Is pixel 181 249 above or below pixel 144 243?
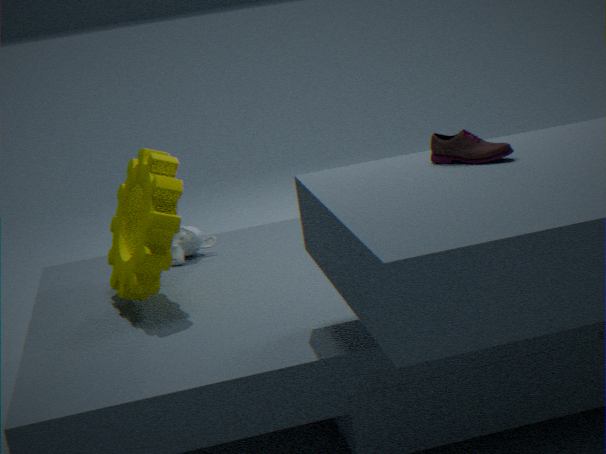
below
